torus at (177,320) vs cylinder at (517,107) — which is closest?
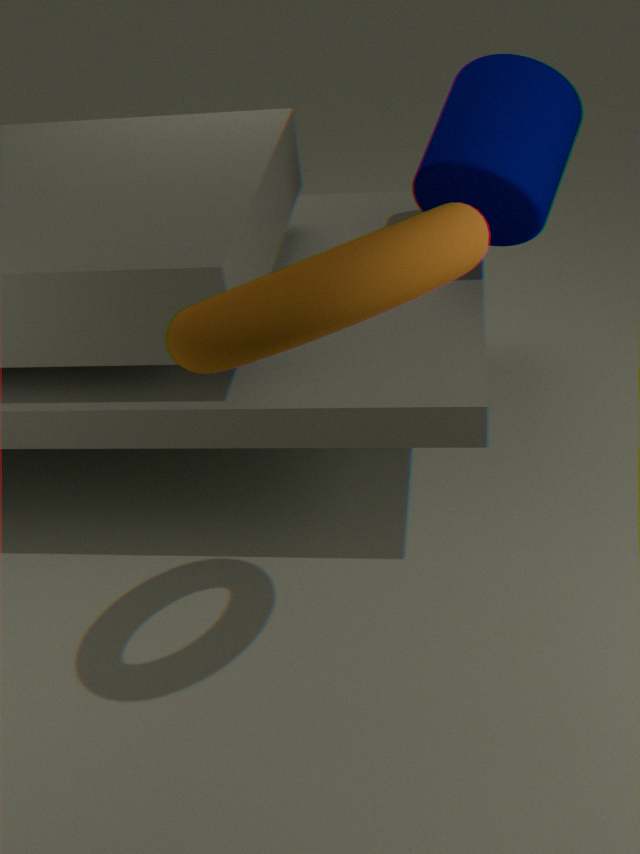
torus at (177,320)
